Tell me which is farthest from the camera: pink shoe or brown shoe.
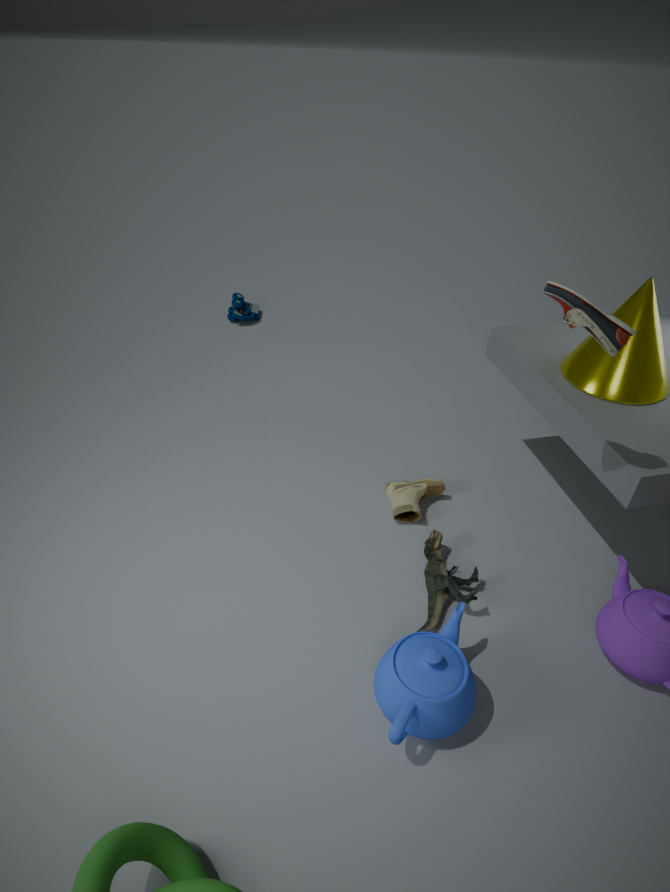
brown shoe
